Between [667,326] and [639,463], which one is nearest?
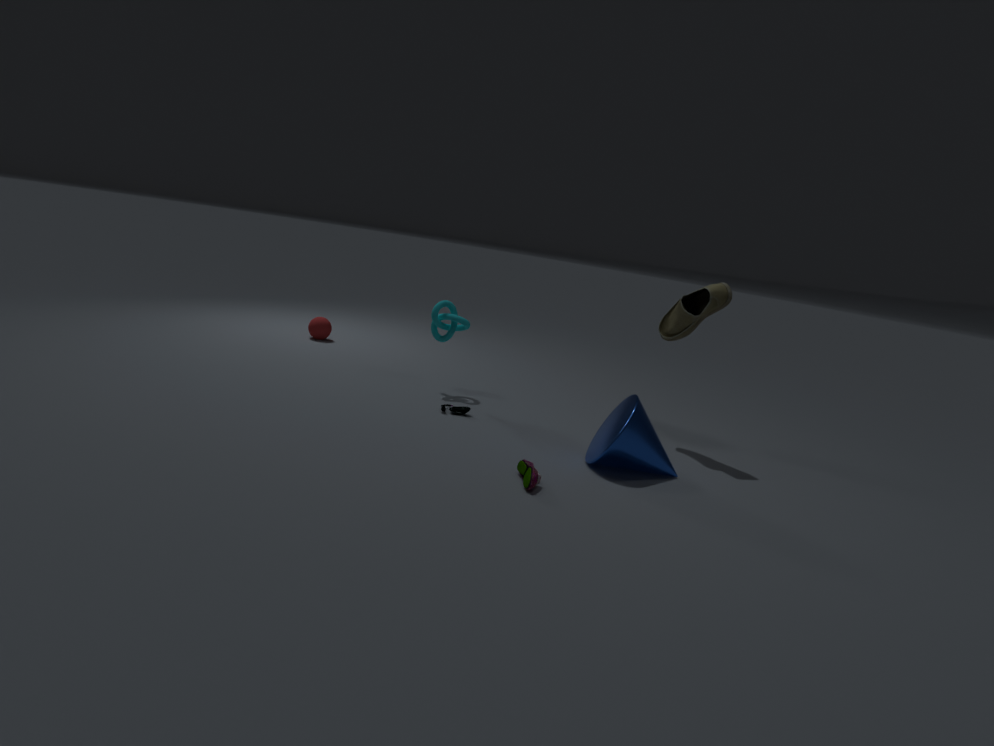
[639,463]
